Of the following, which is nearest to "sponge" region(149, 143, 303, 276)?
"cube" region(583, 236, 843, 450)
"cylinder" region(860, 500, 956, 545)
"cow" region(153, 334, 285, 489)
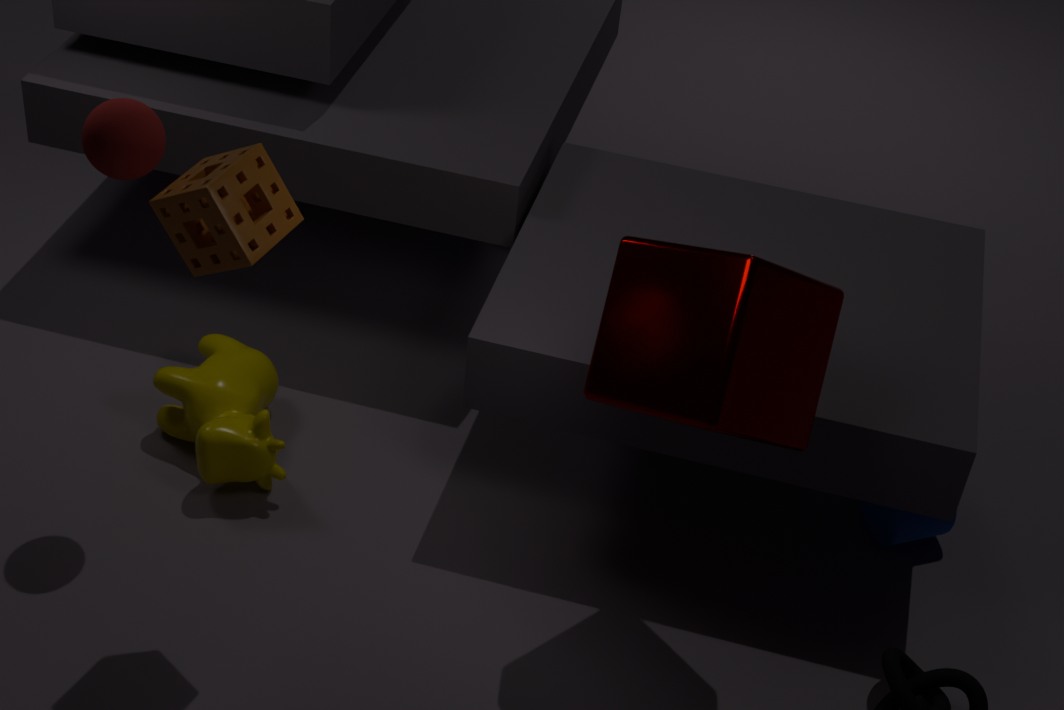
"cube" region(583, 236, 843, 450)
